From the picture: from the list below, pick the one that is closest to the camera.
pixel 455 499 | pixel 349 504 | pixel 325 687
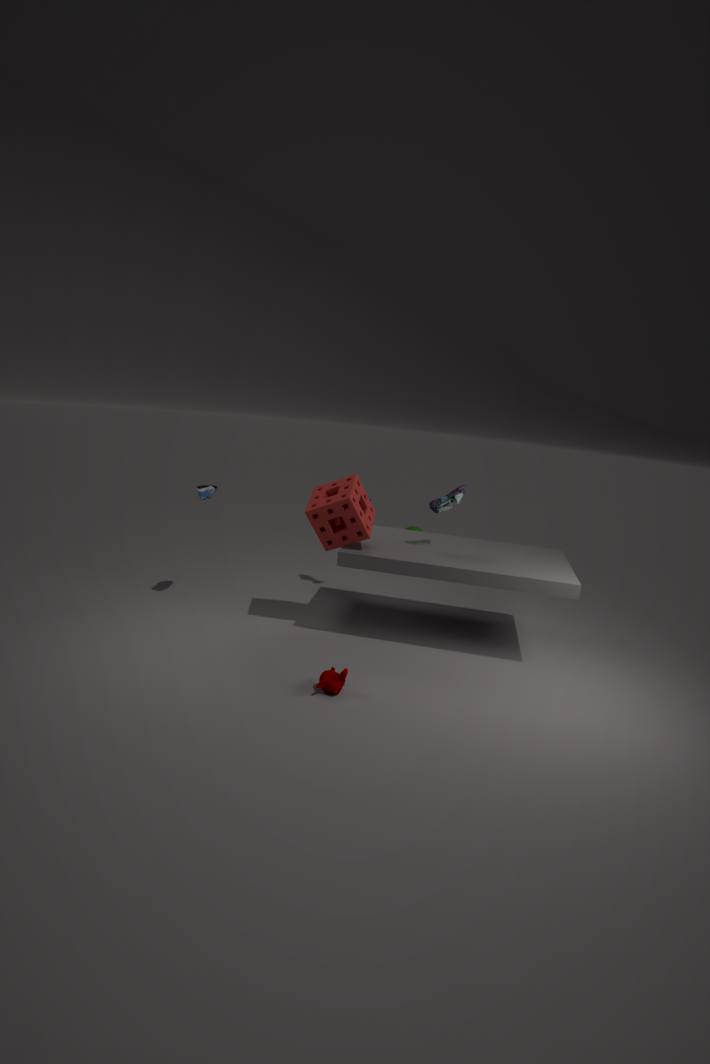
pixel 325 687
